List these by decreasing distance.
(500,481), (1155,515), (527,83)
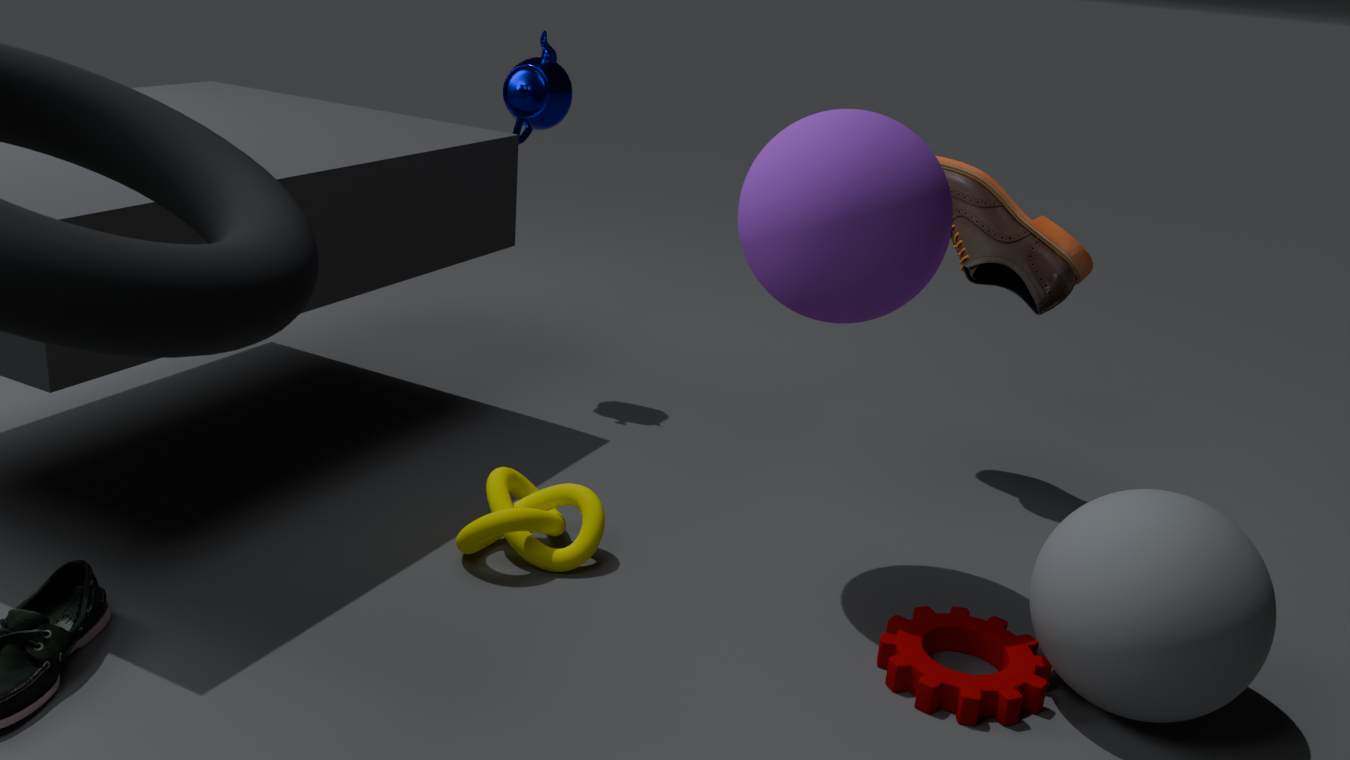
(527,83) < (500,481) < (1155,515)
